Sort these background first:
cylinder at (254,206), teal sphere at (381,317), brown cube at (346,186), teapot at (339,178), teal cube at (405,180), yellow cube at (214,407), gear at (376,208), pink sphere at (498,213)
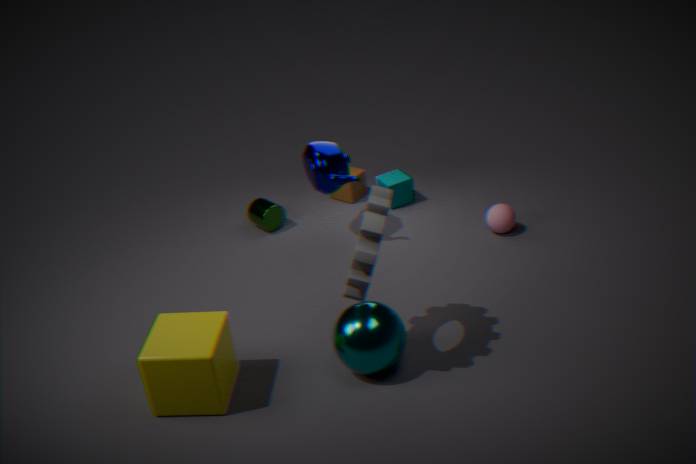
brown cube at (346,186) < teal cube at (405,180) < cylinder at (254,206) < pink sphere at (498,213) < teapot at (339,178) < teal sphere at (381,317) < yellow cube at (214,407) < gear at (376,208)
